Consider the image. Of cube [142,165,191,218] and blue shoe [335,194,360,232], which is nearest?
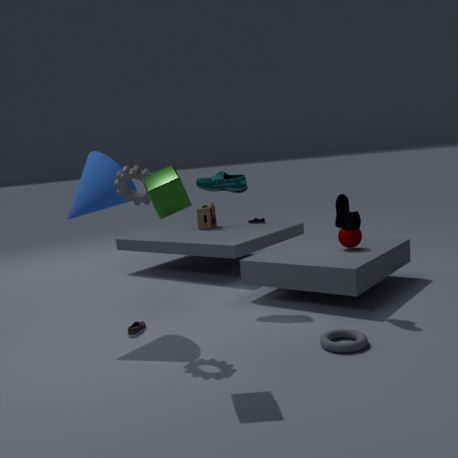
cube [142,165,191,218]
